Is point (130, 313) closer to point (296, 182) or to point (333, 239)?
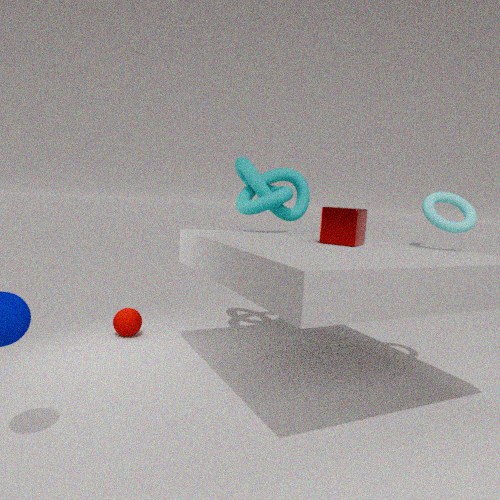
point (296, 182)
